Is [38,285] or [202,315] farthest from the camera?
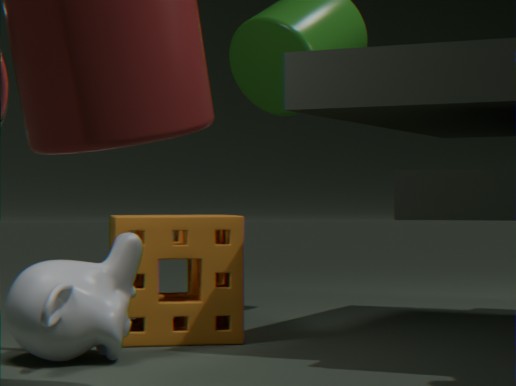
[202,315]
